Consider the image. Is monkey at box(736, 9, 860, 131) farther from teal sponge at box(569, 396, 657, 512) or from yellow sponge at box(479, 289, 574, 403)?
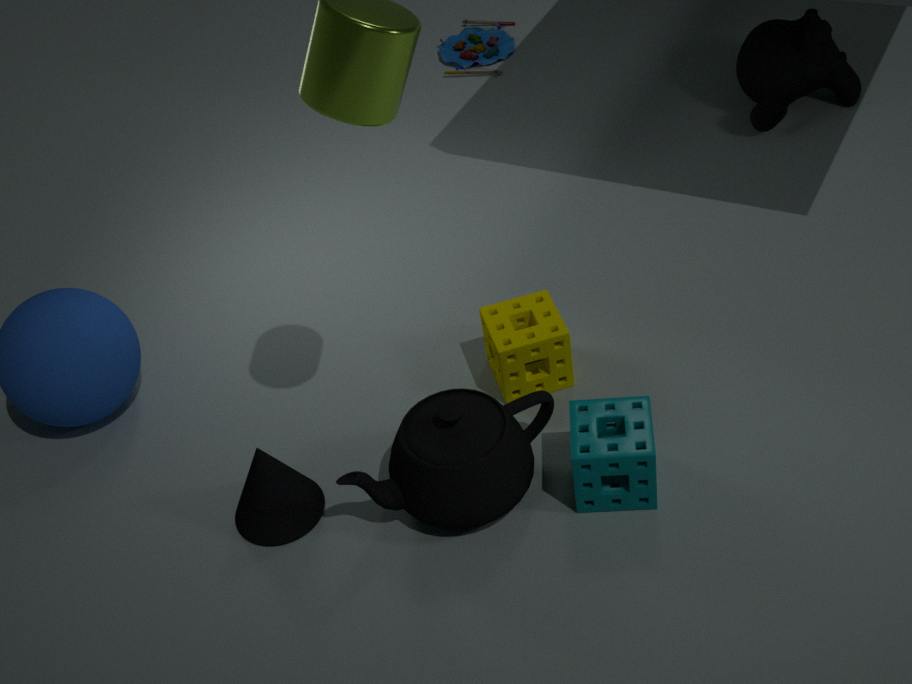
teal sponge at box(569, 396, 657, 512)
